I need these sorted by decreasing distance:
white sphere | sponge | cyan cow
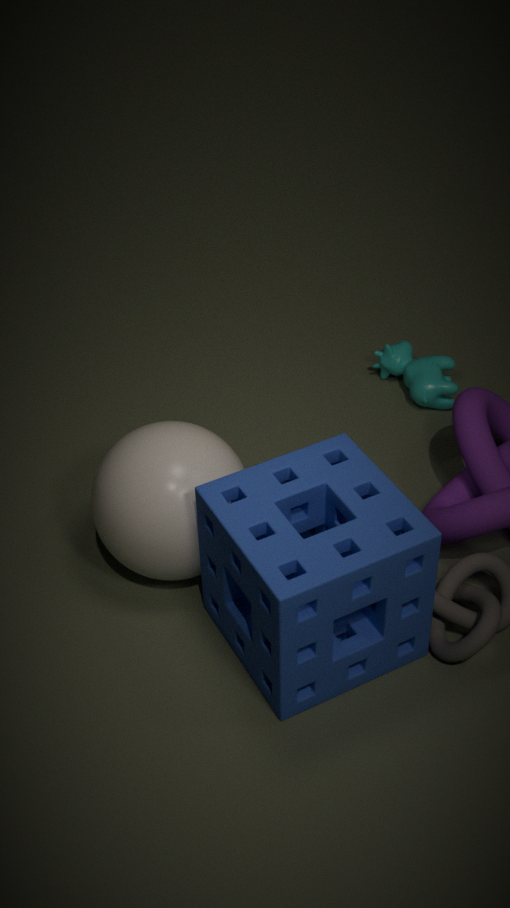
cyan cow, white sphere, sponge
